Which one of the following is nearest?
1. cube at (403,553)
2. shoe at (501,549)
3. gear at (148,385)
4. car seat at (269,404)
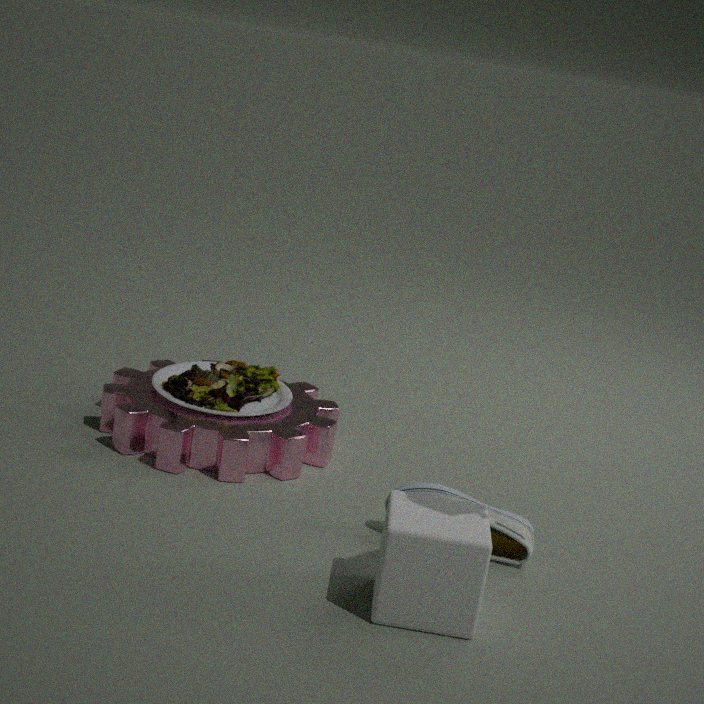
cube at (403,553)
